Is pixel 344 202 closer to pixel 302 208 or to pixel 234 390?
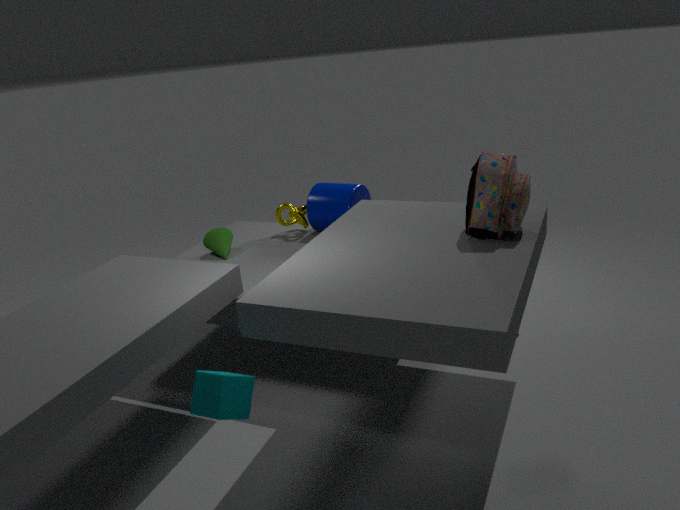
pixel 302 208
